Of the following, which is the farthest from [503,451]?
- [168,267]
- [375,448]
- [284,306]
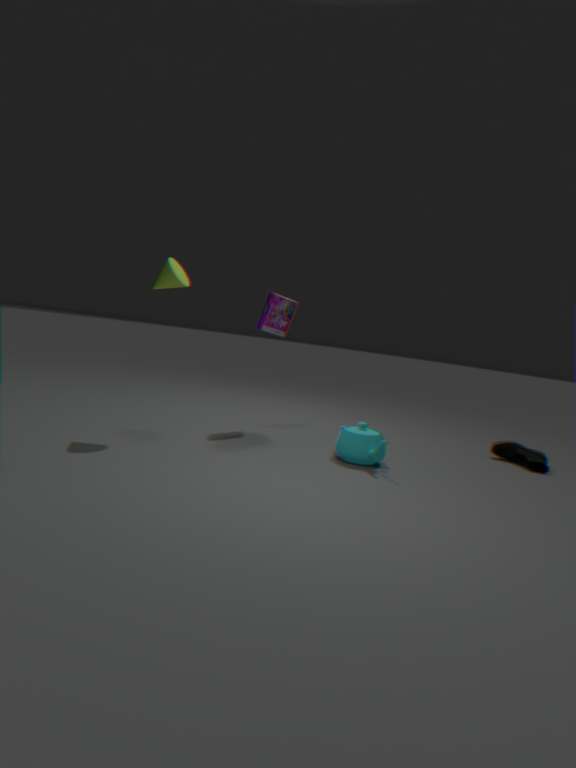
[168,267]
